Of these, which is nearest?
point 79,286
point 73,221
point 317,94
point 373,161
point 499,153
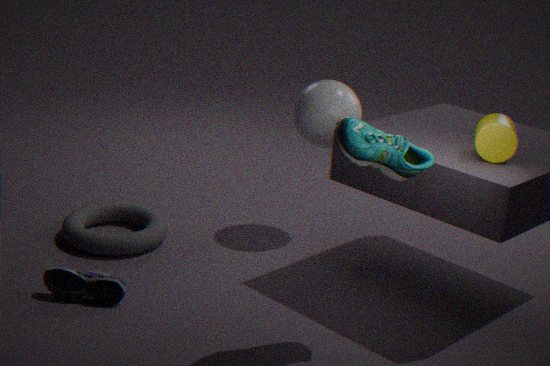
point 373,161
